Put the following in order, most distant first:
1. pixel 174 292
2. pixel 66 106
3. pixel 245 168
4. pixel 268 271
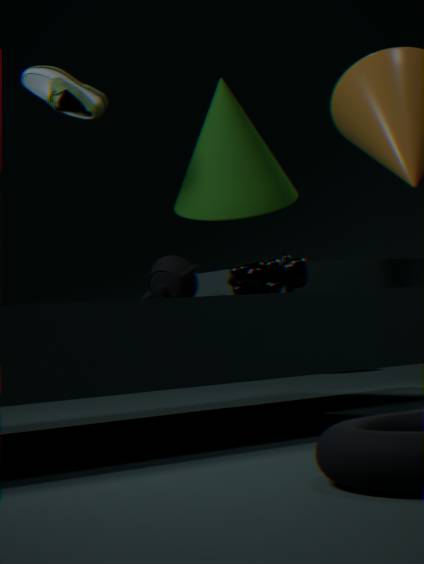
pixel 245 168, pixel 174 292, pixel 66 106, pixel 268 271
